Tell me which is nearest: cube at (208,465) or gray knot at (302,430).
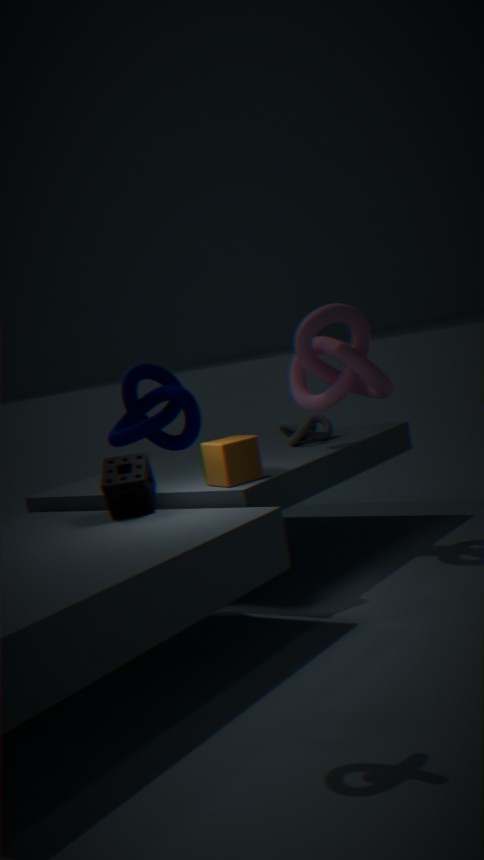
cube at (208,465)
